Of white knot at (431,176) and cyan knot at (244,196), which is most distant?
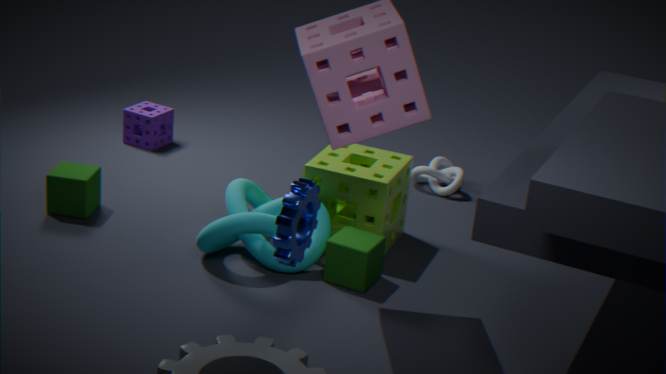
white knot at (431,176)
